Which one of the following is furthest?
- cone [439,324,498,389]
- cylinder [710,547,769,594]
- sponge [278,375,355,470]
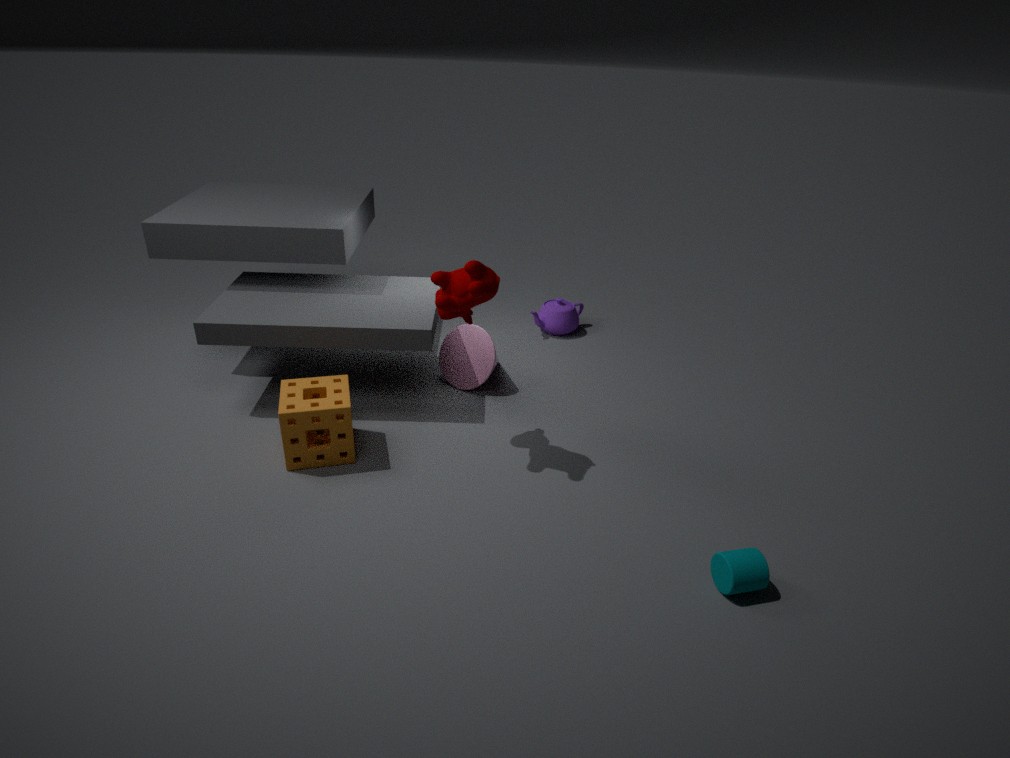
cone [439,324,498,389]
